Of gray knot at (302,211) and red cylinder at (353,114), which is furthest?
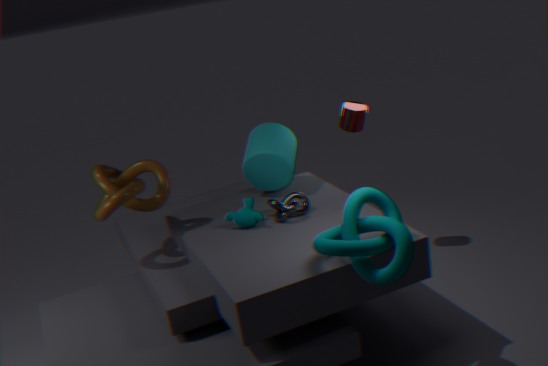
red cylinder at (353,114)
